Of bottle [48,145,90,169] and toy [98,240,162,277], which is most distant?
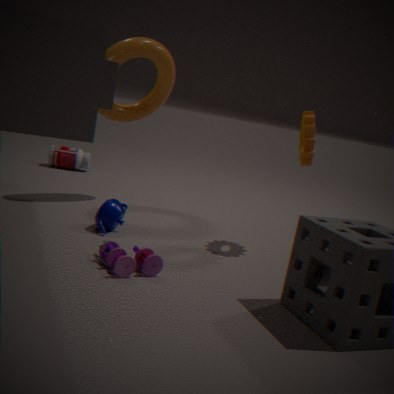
bottle [48,145,90,169]
